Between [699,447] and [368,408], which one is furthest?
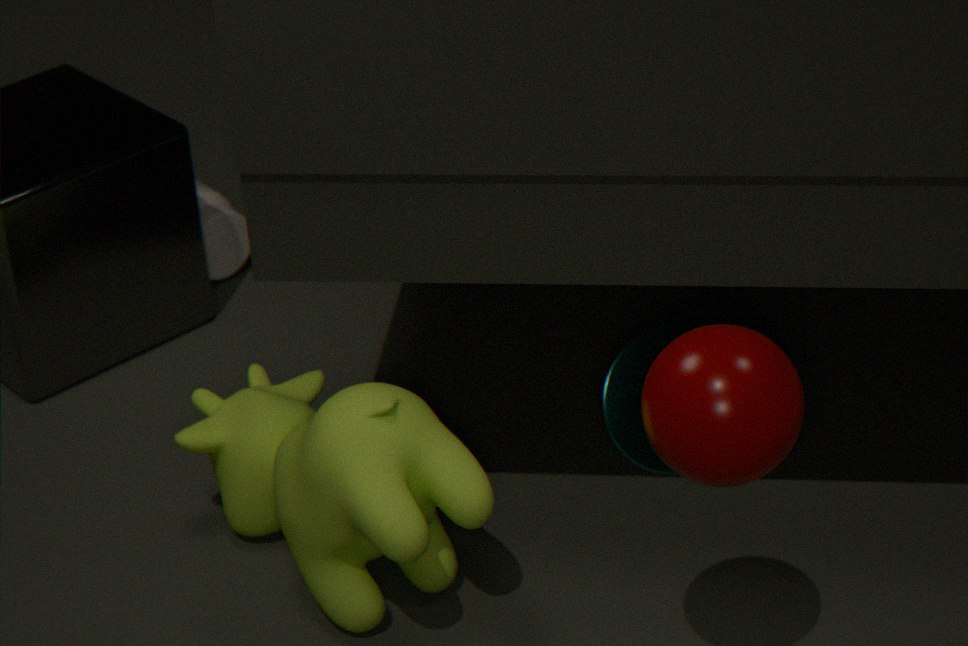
[368,408]
